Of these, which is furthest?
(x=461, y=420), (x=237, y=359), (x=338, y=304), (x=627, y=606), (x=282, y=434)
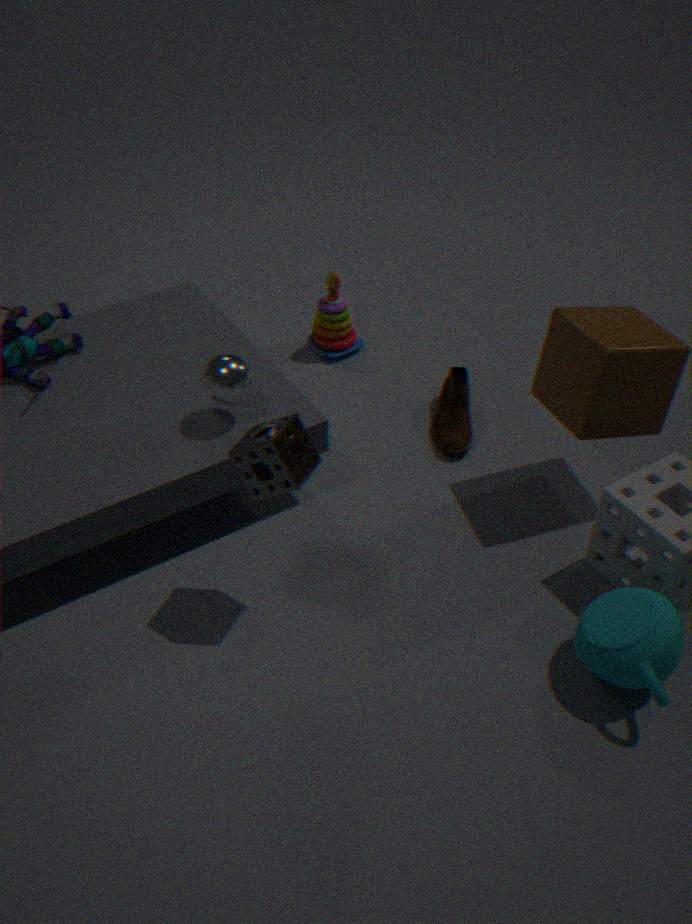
(x=338, y=304)
